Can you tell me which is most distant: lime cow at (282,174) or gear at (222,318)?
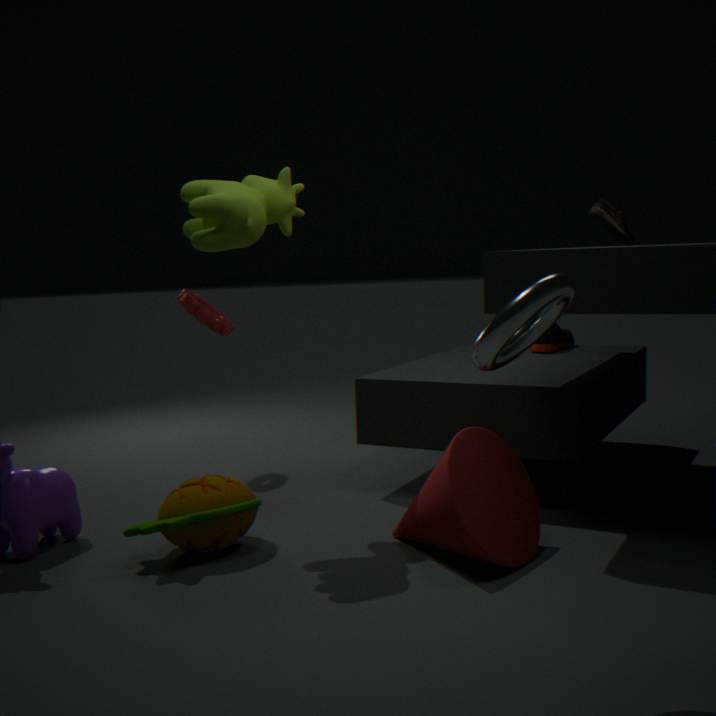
gear at (222,318)
